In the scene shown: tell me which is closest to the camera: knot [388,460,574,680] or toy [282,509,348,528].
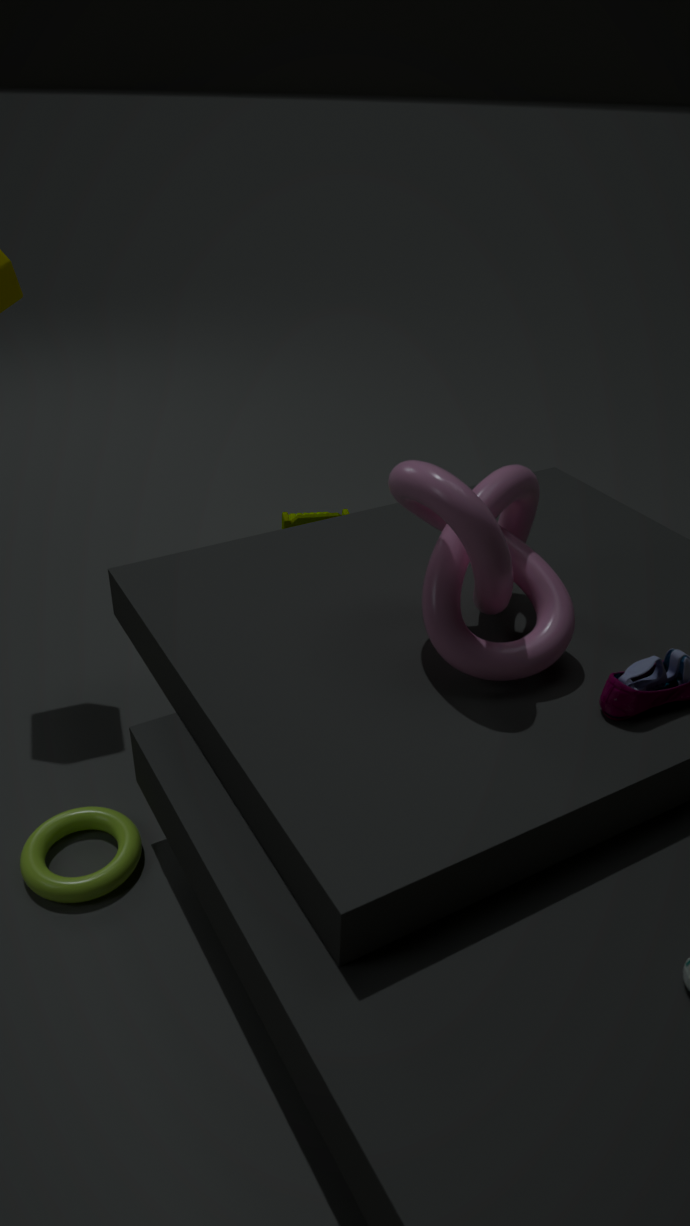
knot [388,460,574,680]
